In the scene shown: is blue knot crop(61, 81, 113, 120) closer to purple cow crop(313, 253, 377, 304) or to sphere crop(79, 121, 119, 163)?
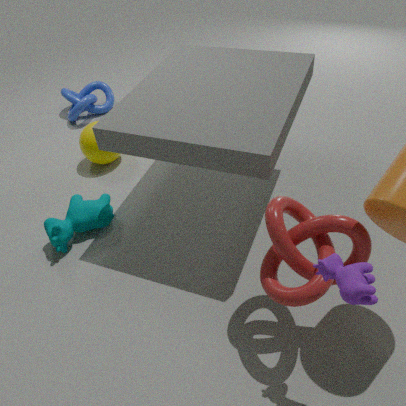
sphere crop(79, 121, 119, 163)
